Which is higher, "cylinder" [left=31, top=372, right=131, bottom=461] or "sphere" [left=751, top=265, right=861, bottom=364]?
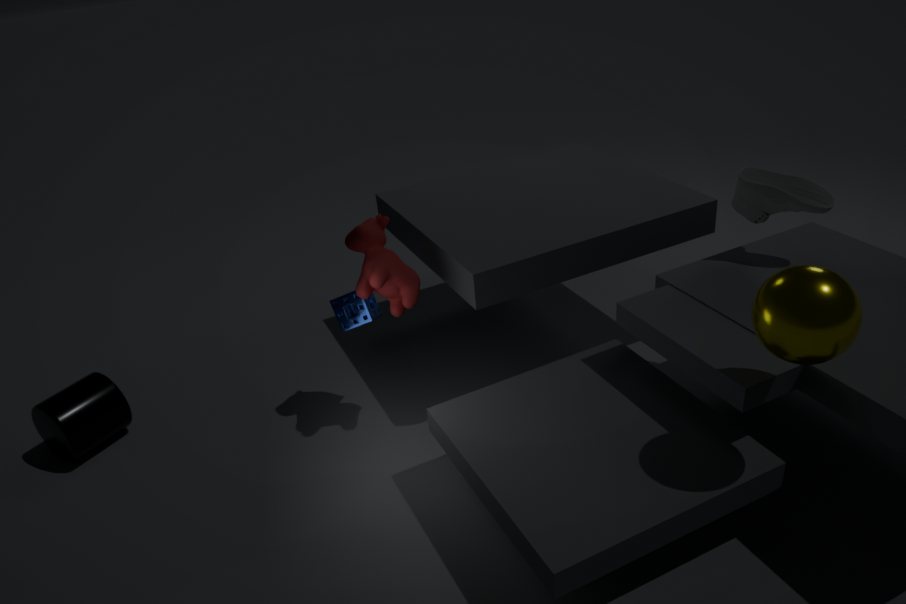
"sphere" [left=751, top=265, right=861, bottom=364]
